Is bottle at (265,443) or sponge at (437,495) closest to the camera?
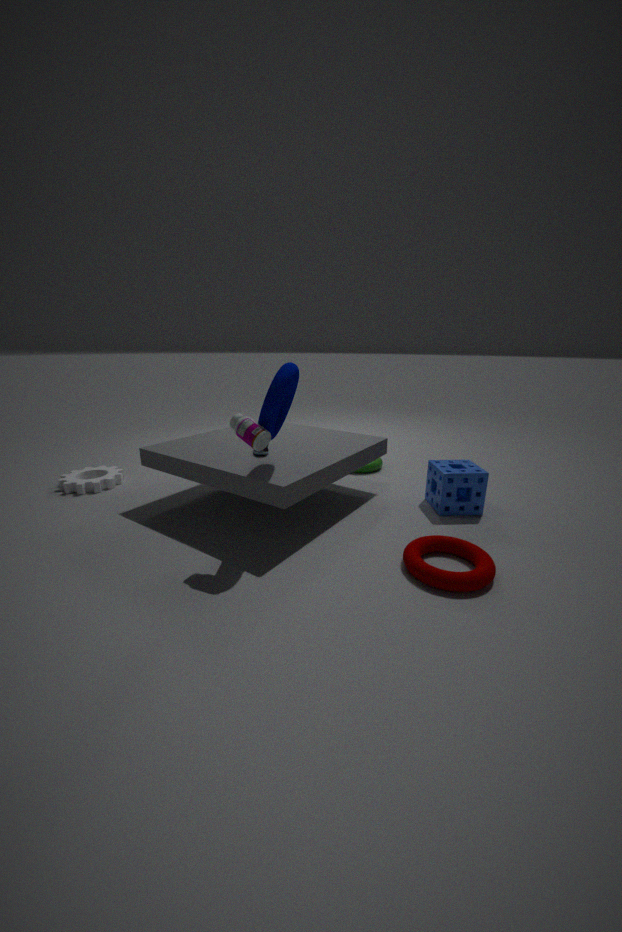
bottle at (265,443)
